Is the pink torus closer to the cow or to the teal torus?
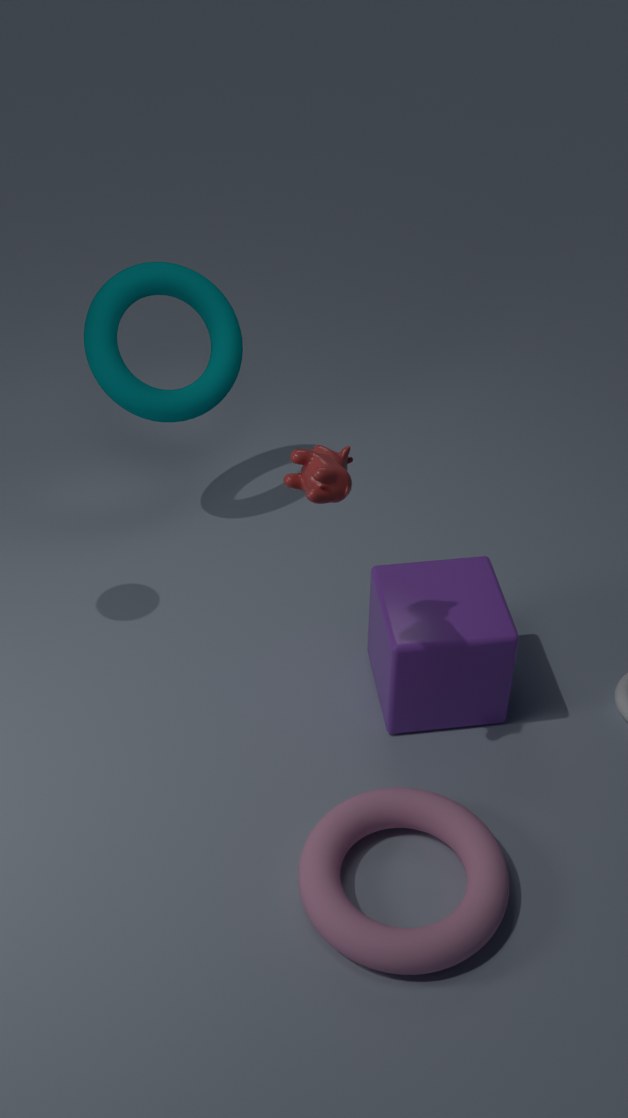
the cow
